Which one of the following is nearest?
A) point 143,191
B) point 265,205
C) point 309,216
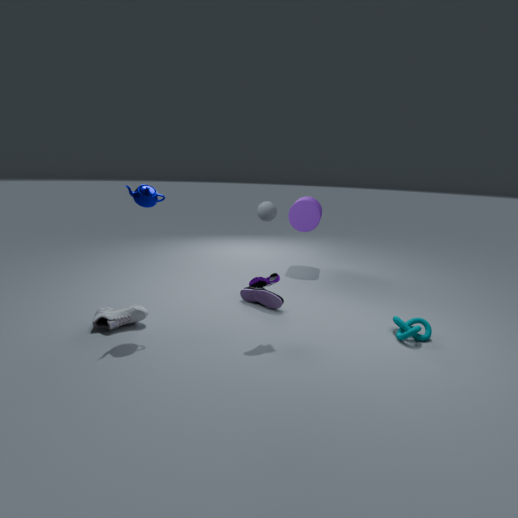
point 143,191
